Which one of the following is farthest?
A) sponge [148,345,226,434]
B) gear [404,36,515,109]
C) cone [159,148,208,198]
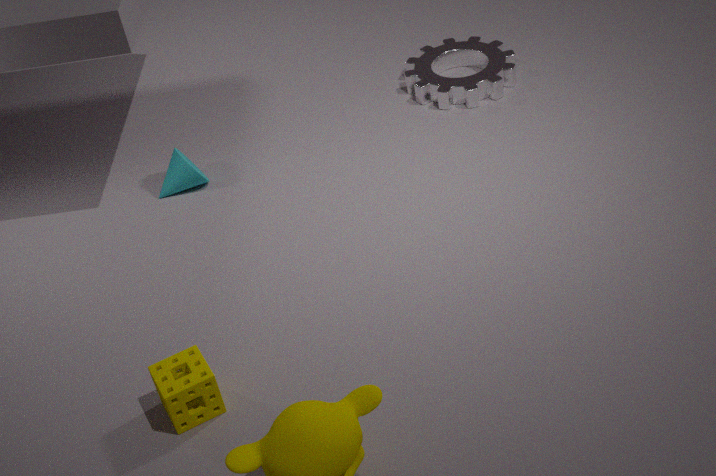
gear [404,36,515,109]
